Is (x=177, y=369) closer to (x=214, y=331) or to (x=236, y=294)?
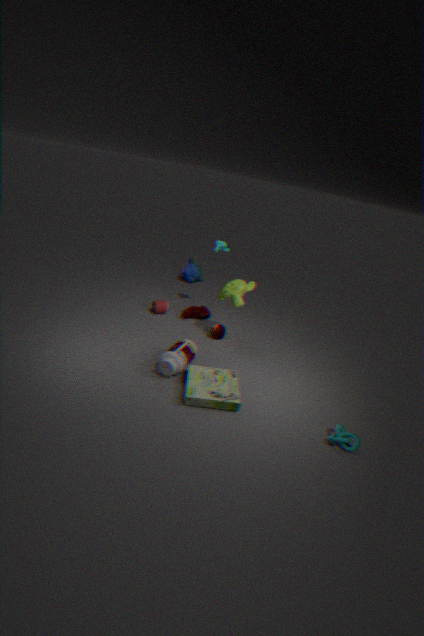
(x=214, y=331)
